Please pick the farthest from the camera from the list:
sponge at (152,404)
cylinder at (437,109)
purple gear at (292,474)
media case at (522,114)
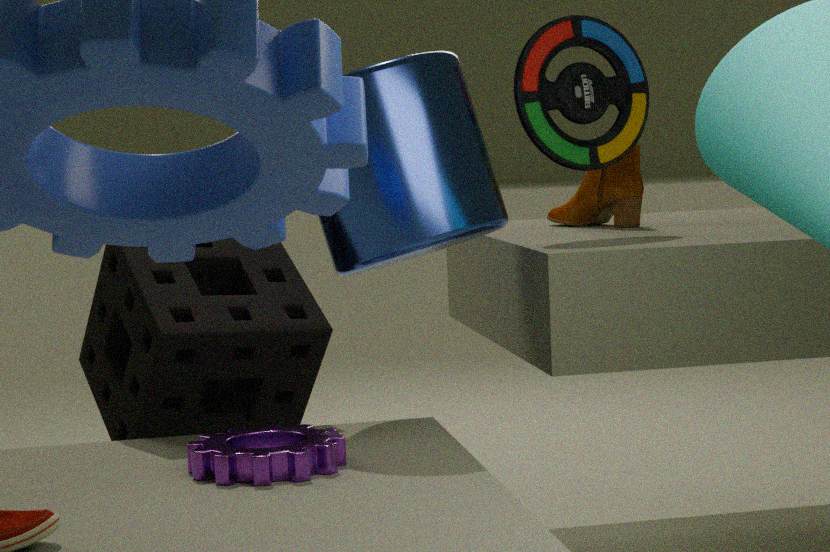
media case at (522,114)
